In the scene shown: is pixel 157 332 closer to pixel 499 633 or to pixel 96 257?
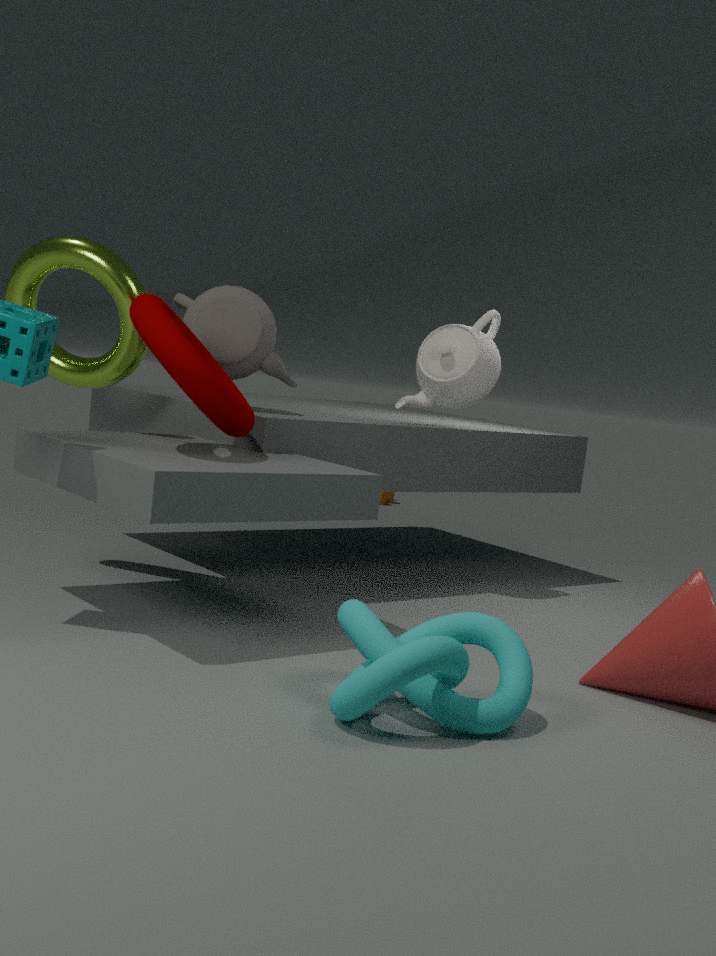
pixel 96 257
